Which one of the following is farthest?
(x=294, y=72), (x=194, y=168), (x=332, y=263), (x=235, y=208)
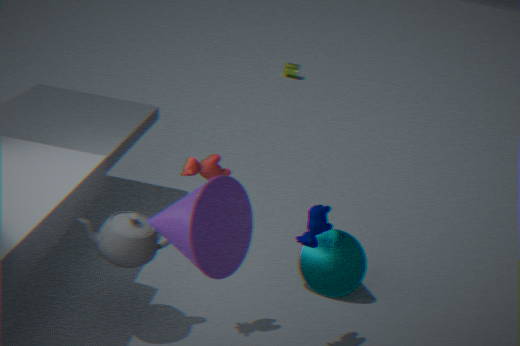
(x=294, y=72)
